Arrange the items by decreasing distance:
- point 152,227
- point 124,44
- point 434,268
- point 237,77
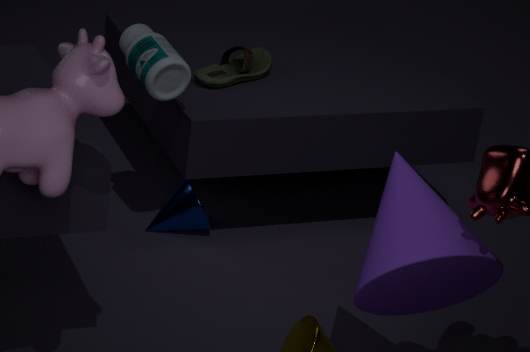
point 237,77, point 152,227, point 124,44, point 434,268
